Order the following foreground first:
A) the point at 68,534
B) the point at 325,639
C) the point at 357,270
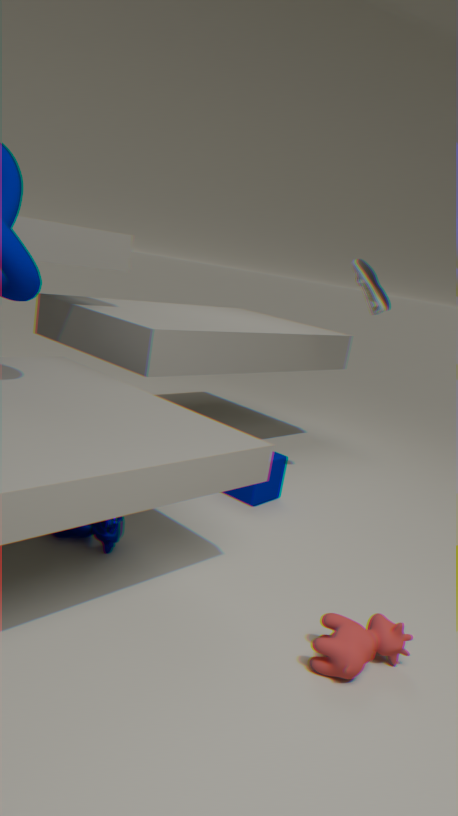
the point at 325,639
the point at 68,534
the point at 357,270
